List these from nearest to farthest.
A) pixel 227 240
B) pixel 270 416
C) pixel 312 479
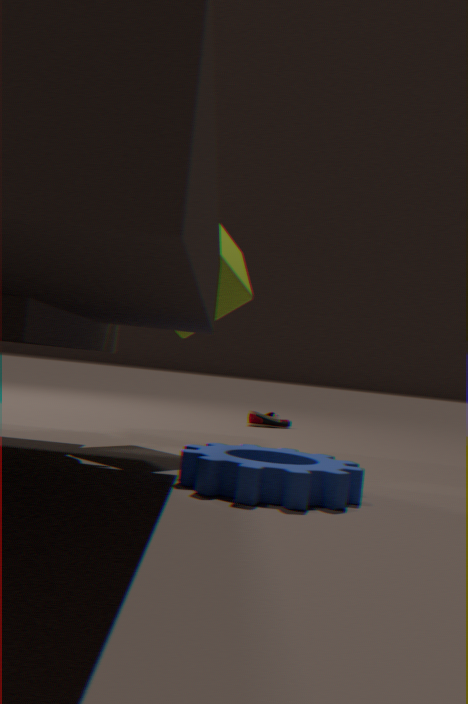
1. pixel 312 479
2. pixel 227 240
3. pixel 270 416
